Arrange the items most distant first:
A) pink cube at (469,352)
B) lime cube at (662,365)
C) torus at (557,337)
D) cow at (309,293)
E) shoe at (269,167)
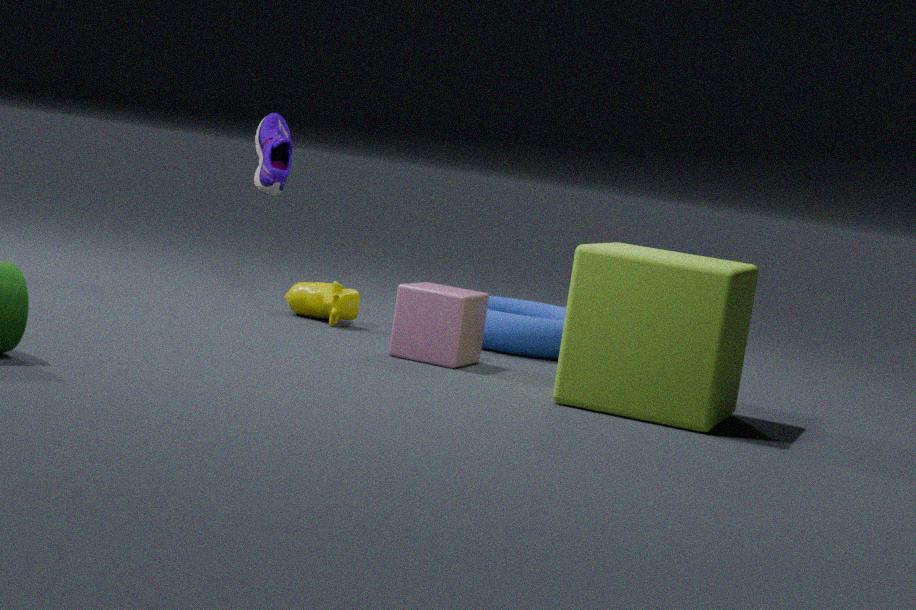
shoe at (269,167), cow at (309,293), torus at (557,337), pink cube at (469,352), lime cube at (662,365)
